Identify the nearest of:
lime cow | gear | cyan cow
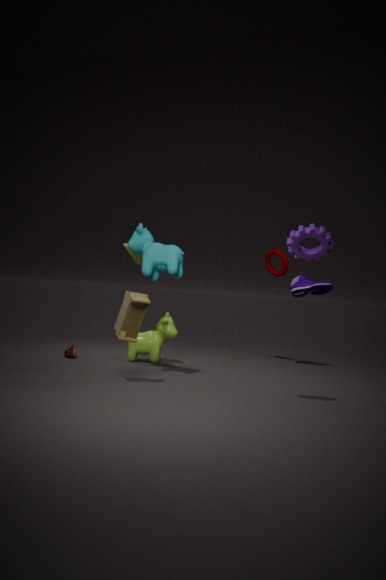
gear
